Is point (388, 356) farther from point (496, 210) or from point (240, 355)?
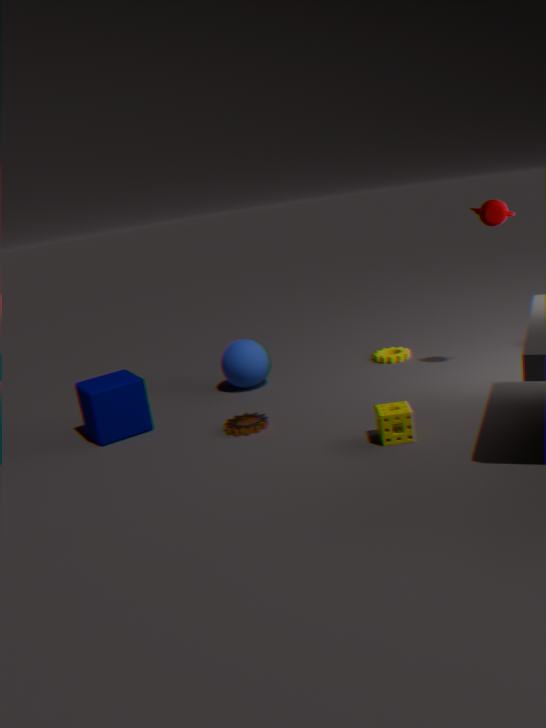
point (496, 210)
